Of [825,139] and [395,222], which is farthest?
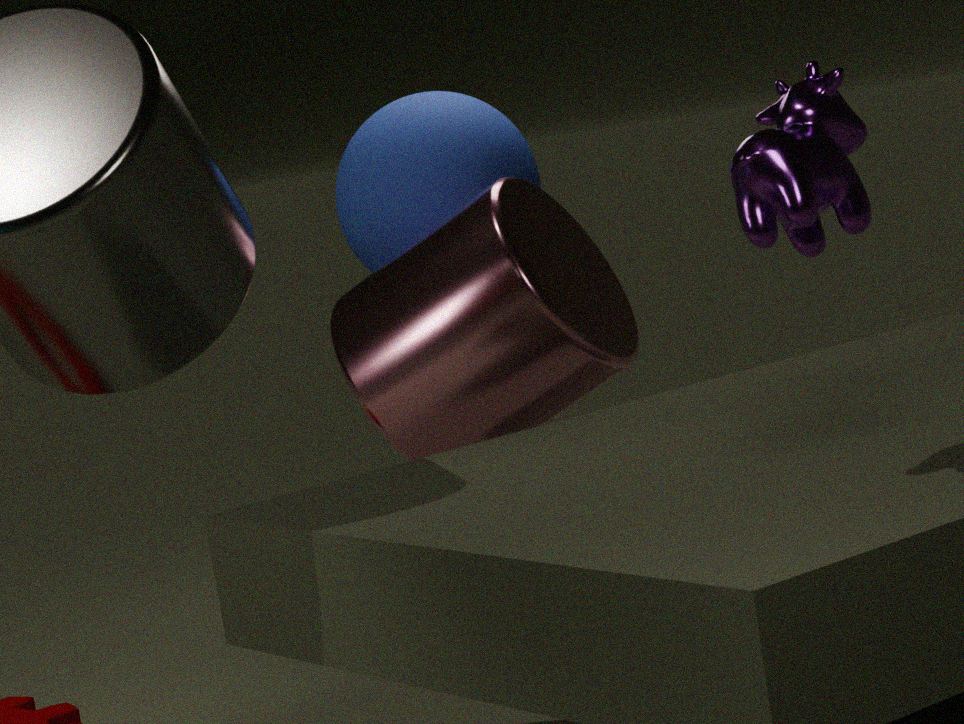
[395,222]
